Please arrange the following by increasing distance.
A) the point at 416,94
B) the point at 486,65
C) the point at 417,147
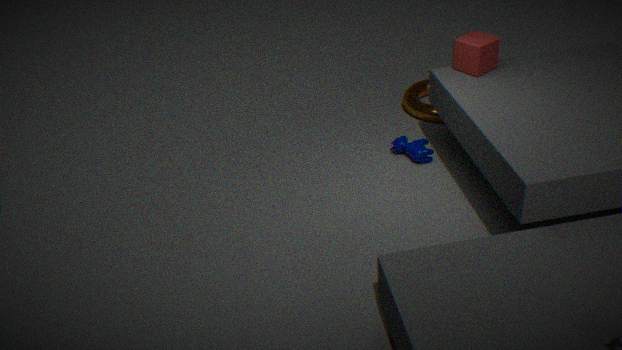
the point at 486,65
the point at 417,147
the point at 416,94
